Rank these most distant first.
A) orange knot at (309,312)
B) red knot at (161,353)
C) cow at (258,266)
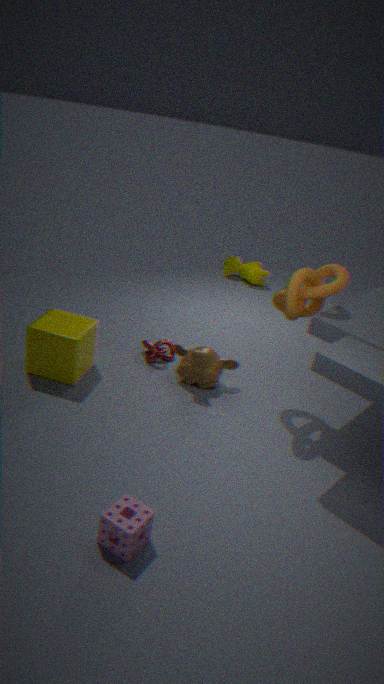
1. cow at (258,266)
2. red knot at (161,353)
3. orange knot at (309,312)
